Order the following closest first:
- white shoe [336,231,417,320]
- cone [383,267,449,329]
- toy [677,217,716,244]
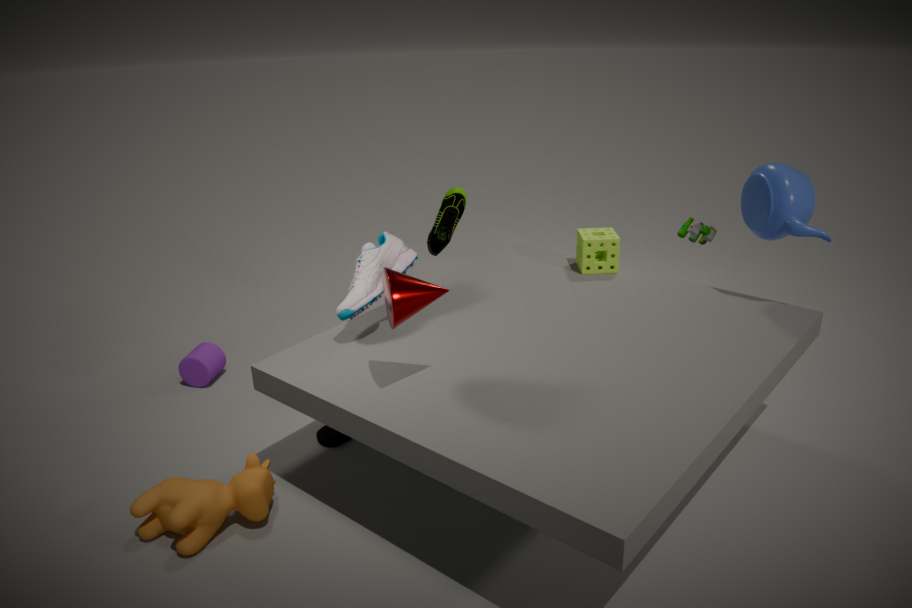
cone [383,267,449,329]
white shoe [336,231,417,320]
toy [677,217,716,244]
